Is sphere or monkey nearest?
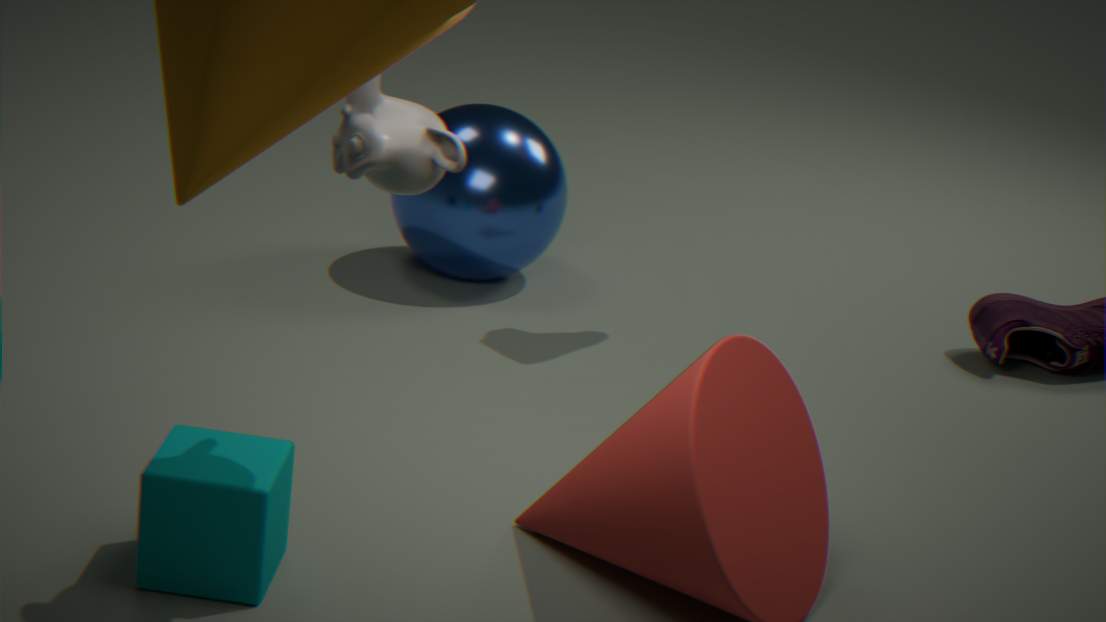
monkey
